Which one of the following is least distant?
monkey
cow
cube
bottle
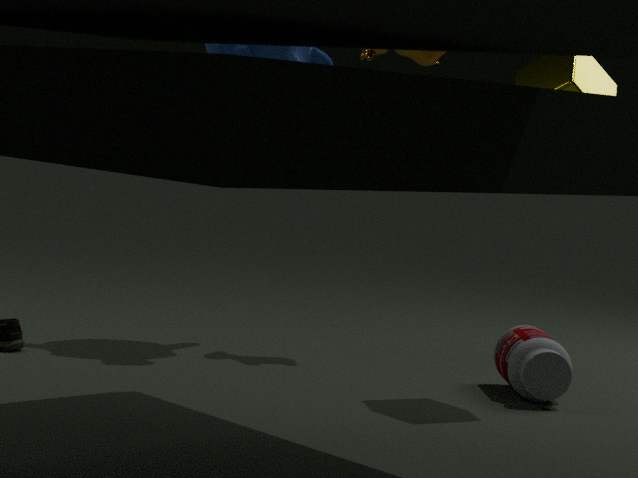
cube
